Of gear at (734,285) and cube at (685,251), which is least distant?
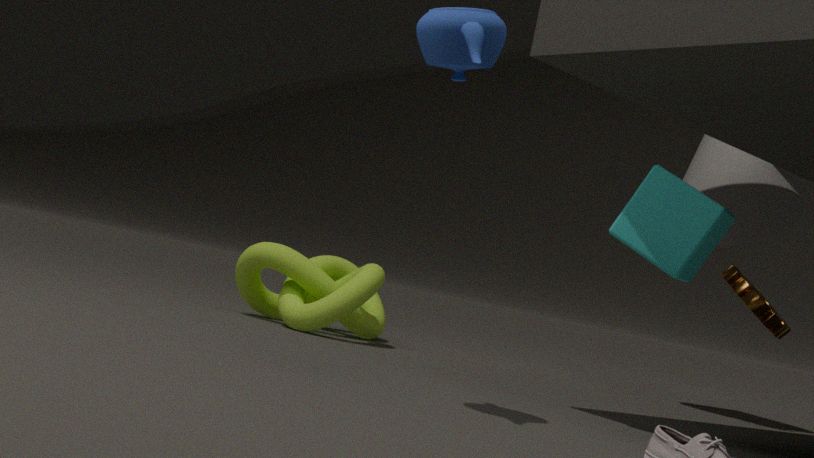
cube at (685,251)
